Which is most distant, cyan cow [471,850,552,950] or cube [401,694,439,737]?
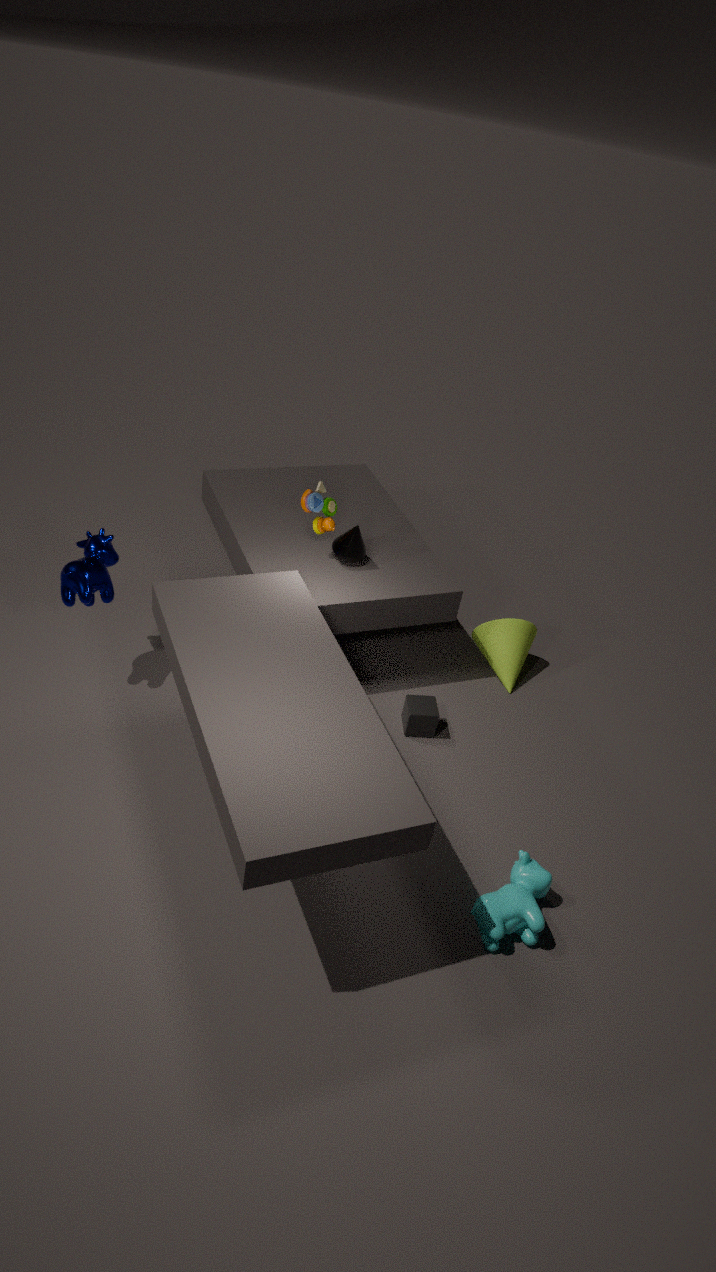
cube [401,694,439,737]
